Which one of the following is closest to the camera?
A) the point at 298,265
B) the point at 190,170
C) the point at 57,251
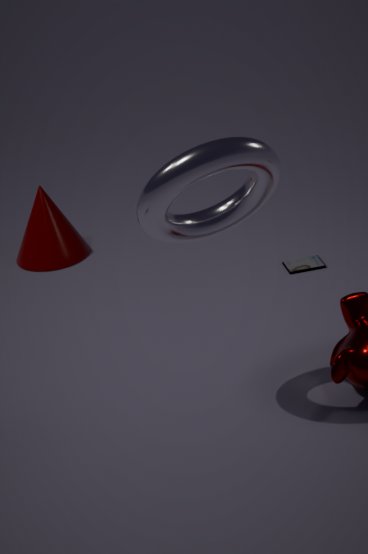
the point at 190,170
